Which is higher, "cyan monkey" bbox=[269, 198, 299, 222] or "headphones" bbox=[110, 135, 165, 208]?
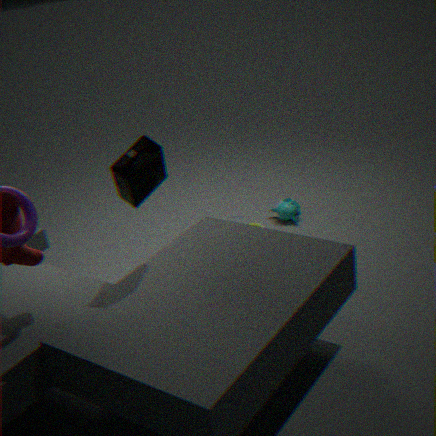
"headphones" bbox=[110, 135, 165, 208]
